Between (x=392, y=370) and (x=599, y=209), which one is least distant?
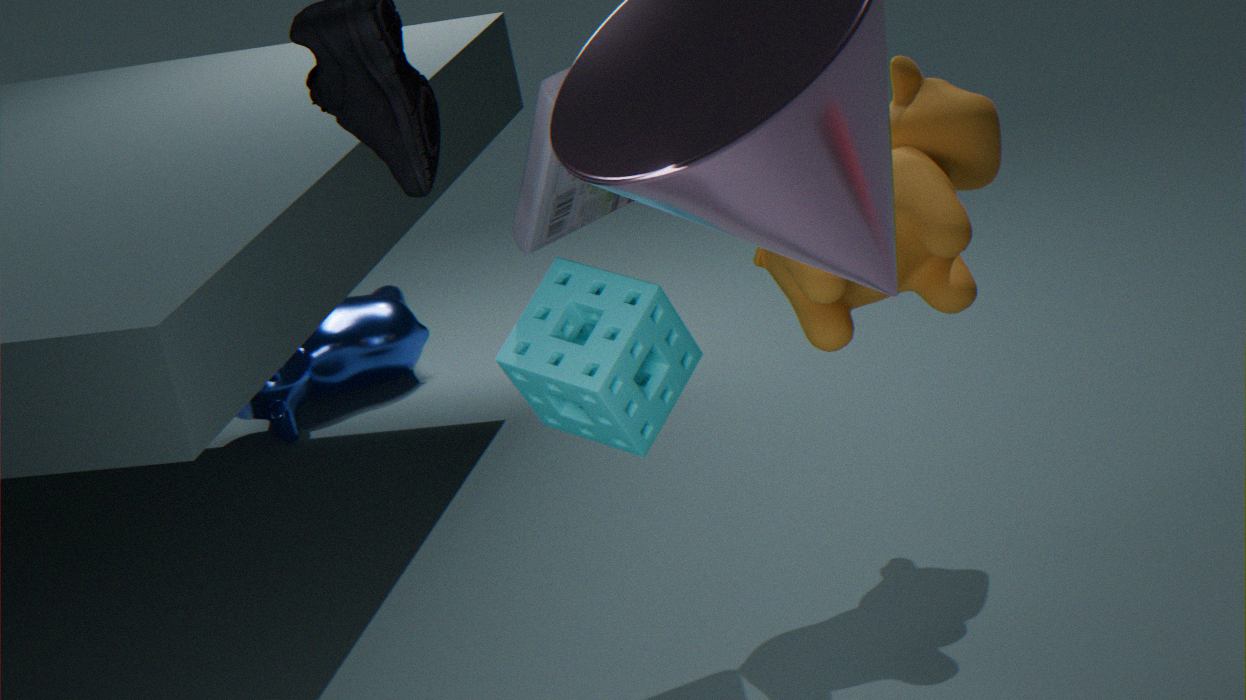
(x=599, y=209)
